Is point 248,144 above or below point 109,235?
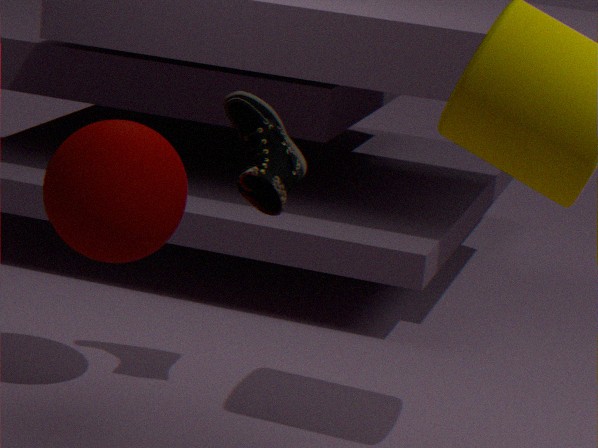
above
